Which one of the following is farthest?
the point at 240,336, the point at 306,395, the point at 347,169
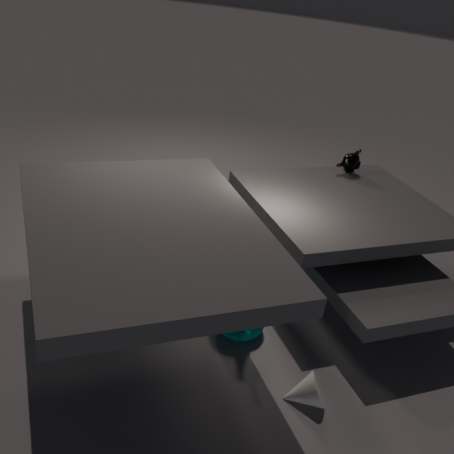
the point at 347,169
